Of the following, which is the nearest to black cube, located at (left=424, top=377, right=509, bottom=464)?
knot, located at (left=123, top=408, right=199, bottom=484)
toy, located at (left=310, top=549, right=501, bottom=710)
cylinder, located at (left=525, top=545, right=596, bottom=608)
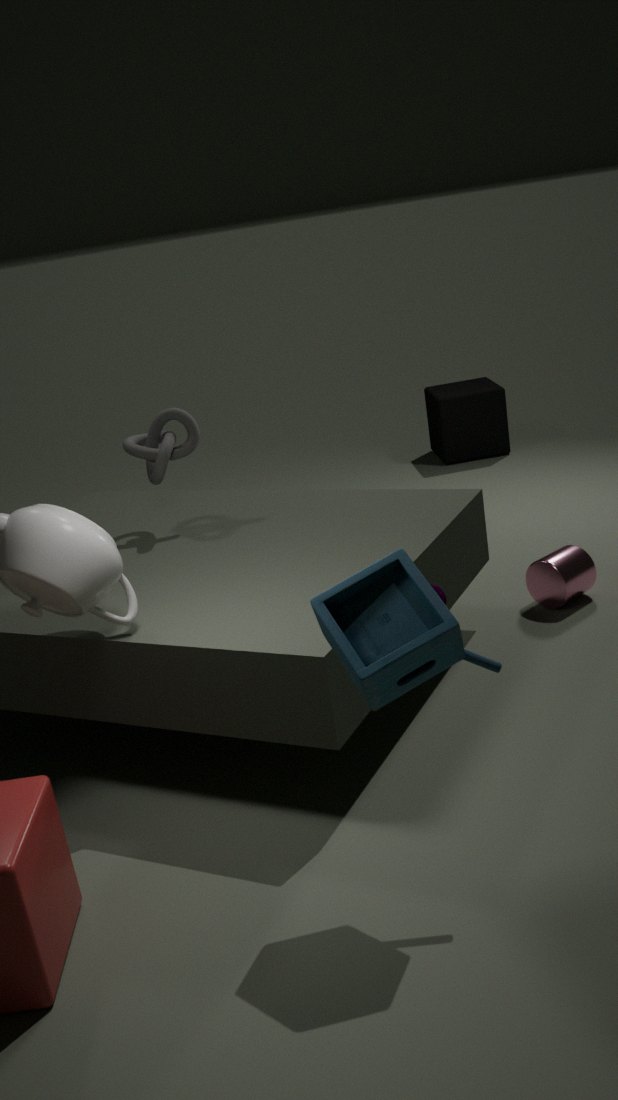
cylinder, located at (left=525, top=545, right=596, bottom=608)
